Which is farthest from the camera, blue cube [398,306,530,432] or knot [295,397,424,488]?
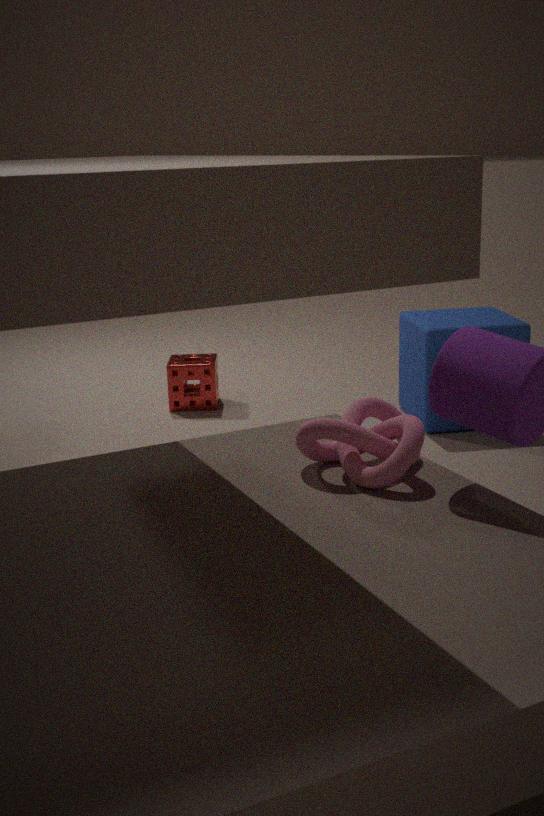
blue cube [398,306,530,432]
